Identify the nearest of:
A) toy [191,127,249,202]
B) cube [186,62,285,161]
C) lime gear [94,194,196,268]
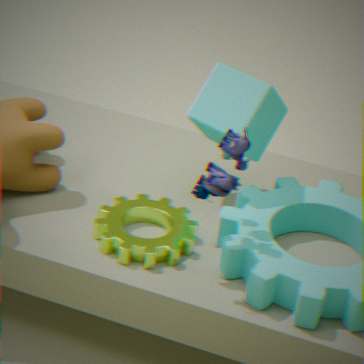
toy [191,127,249,202]
